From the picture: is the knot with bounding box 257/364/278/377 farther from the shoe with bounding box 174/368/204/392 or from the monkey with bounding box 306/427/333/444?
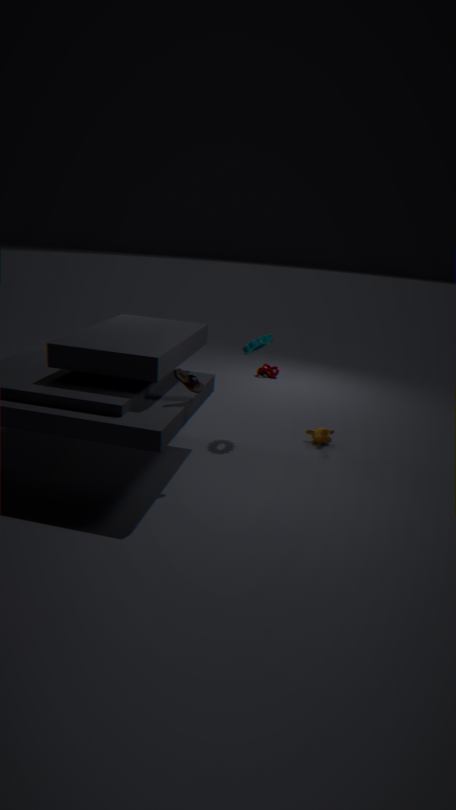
the shoe with bounding box 174/368/204/392
